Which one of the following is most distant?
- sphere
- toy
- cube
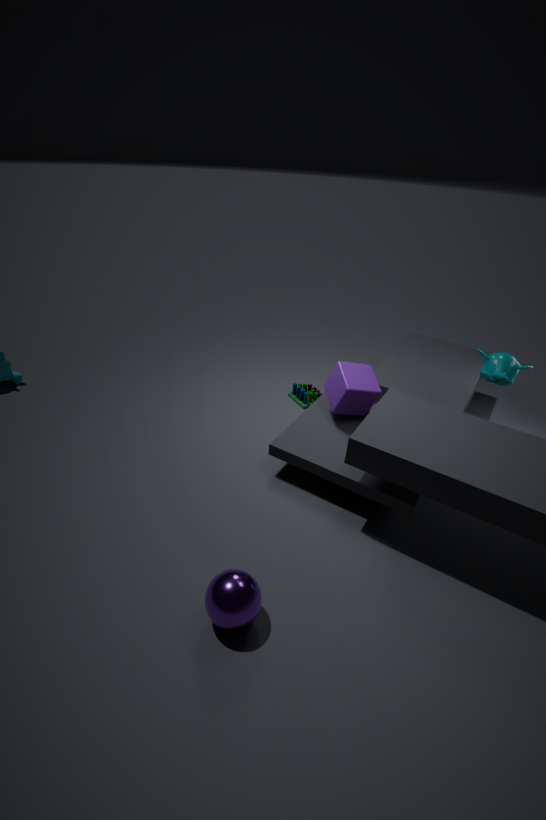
toy
